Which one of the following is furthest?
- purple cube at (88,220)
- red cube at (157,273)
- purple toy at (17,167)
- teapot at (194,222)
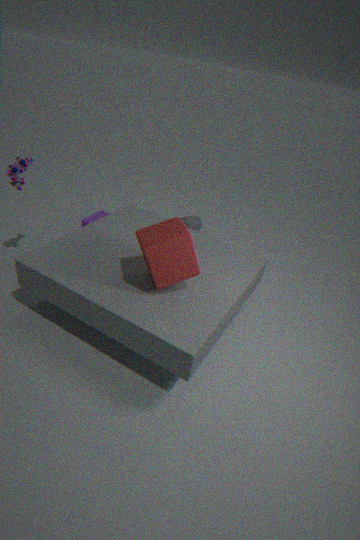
teapot at (194,222)
